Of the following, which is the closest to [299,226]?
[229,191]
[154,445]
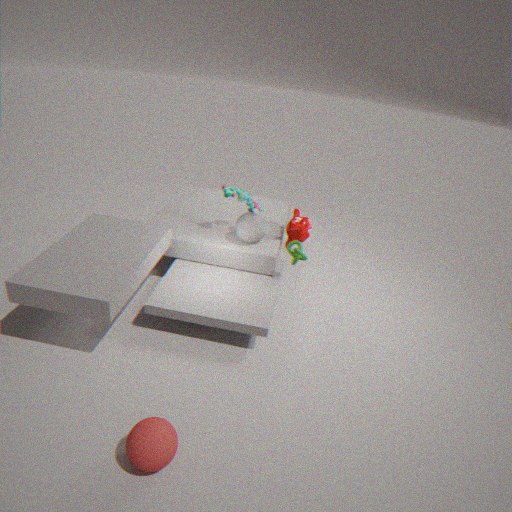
[229,191]
